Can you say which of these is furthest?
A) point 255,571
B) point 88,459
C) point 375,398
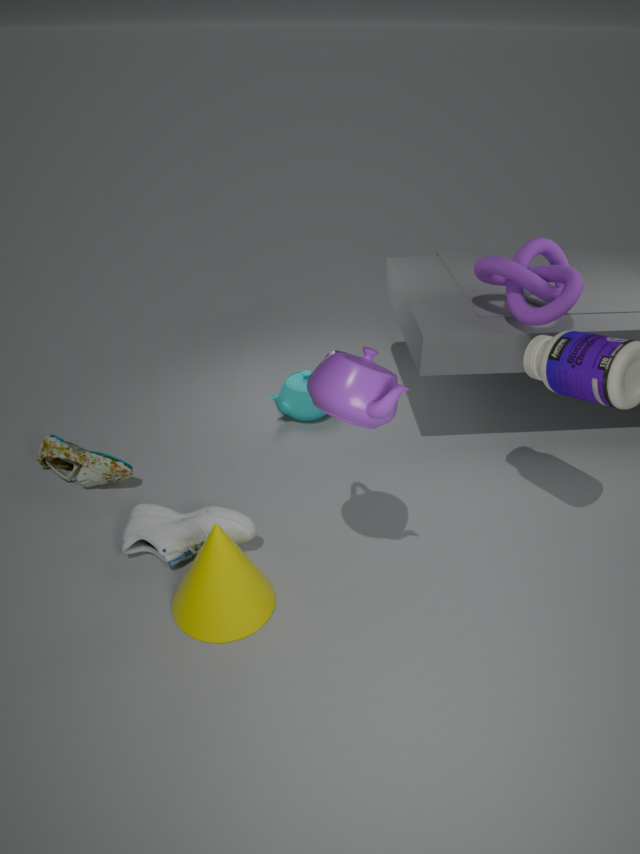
point 88,459
